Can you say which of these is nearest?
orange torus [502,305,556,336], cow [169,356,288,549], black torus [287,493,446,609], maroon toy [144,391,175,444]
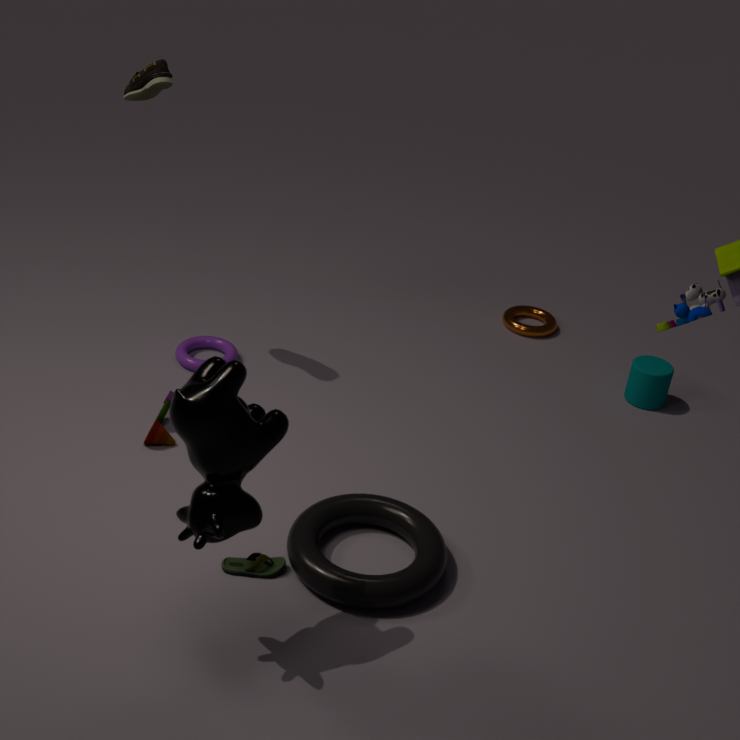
cow [169,356,288,549]
